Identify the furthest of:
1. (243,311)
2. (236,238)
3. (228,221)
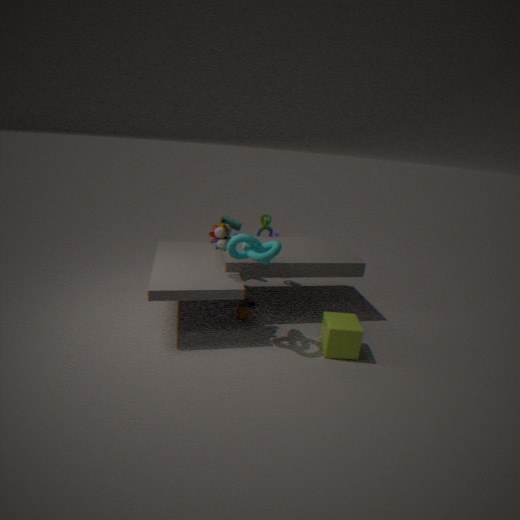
(228,221)
